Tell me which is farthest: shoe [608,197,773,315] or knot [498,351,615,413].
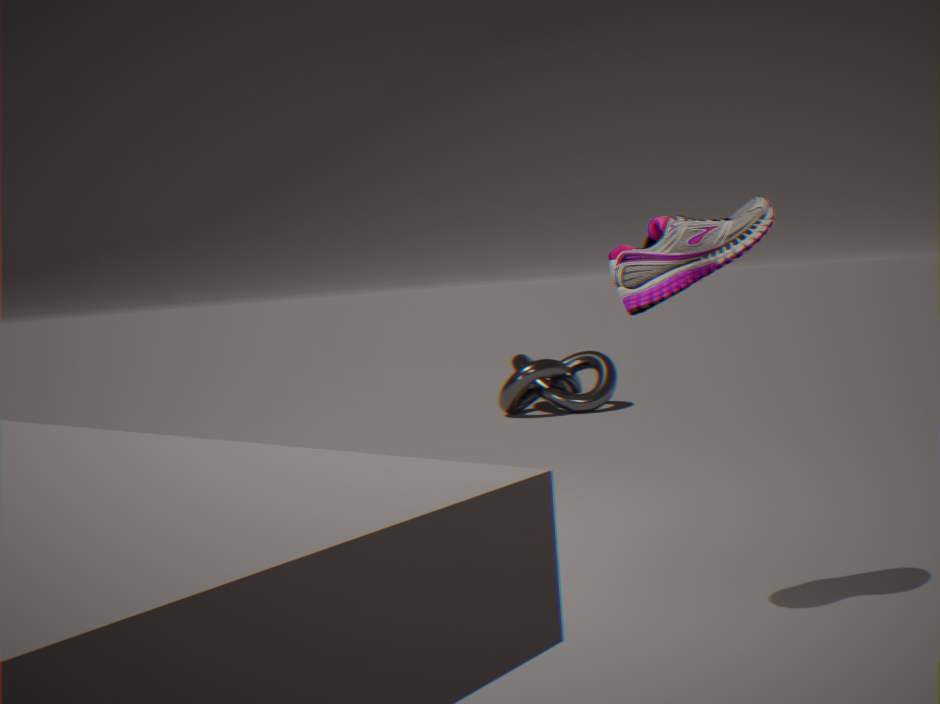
knot [498,351,615,413]
